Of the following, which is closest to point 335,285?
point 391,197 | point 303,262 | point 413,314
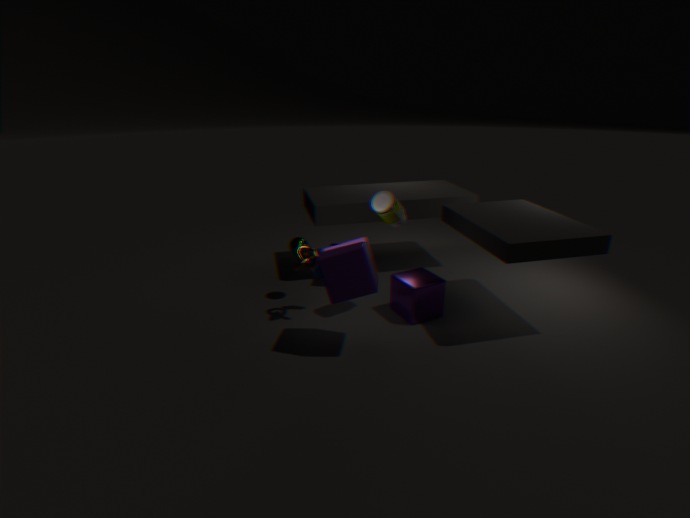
point 303,262
